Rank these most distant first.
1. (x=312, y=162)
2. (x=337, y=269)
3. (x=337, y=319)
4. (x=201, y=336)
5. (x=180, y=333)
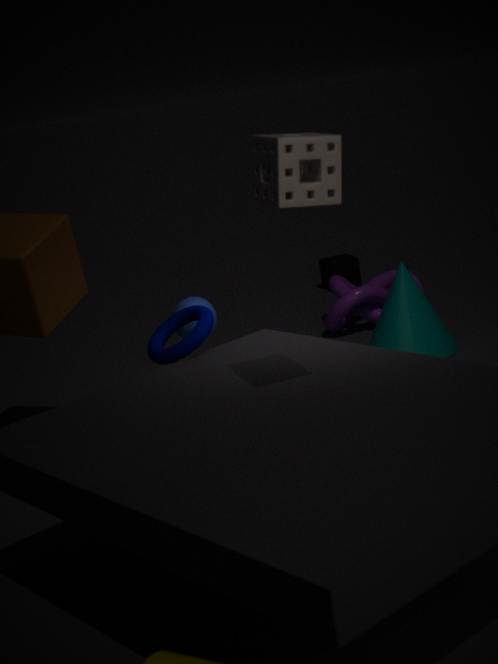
(x=337, y=269) → (x=337, y=319) → (x=180, y=333) → (x=201, y=336) → (x=312, y=162)
